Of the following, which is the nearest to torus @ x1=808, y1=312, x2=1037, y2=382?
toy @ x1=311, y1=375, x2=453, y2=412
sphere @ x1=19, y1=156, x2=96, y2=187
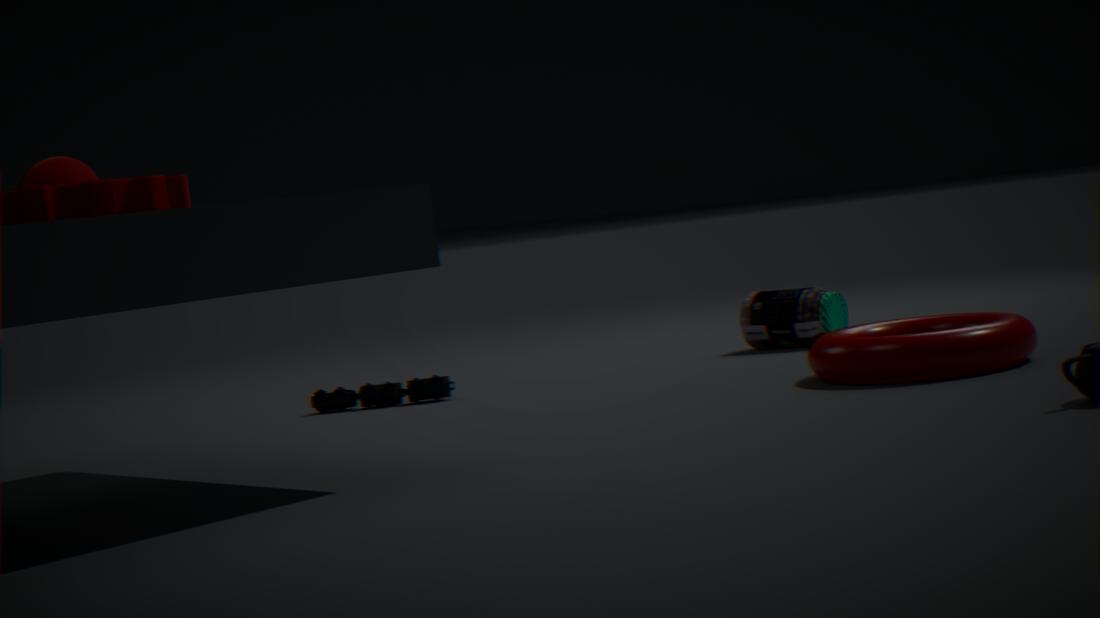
toy @ x1=311, y1=375, x2=453, y2=412
